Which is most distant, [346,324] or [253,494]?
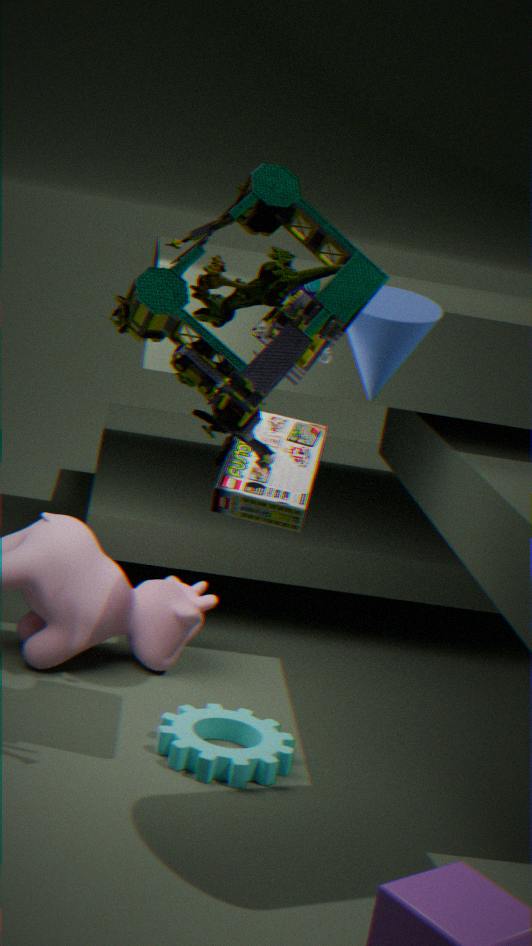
[346,324]
